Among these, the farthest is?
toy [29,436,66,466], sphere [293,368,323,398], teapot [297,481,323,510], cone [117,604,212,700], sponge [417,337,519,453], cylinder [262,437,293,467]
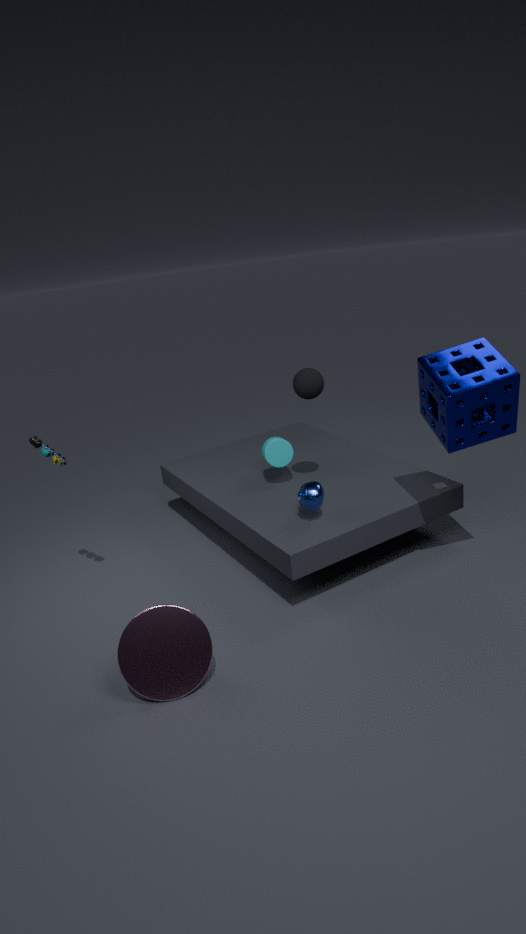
cylinder [262,437,293,467]
